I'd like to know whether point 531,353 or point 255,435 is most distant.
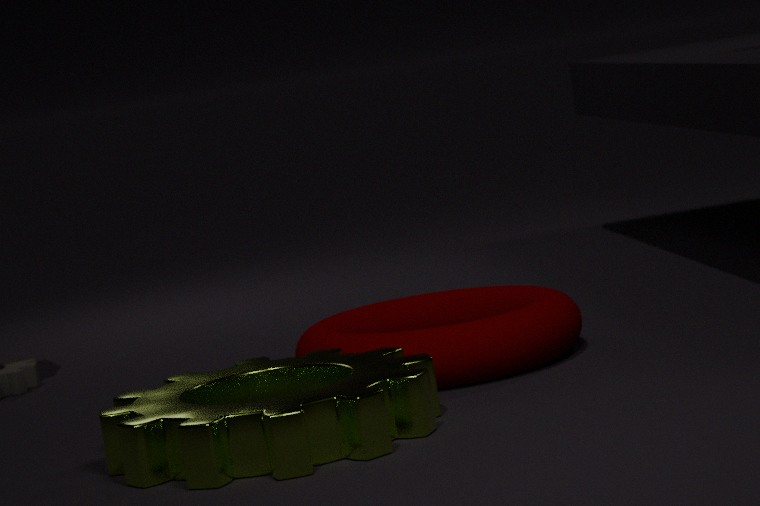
point 531,353
